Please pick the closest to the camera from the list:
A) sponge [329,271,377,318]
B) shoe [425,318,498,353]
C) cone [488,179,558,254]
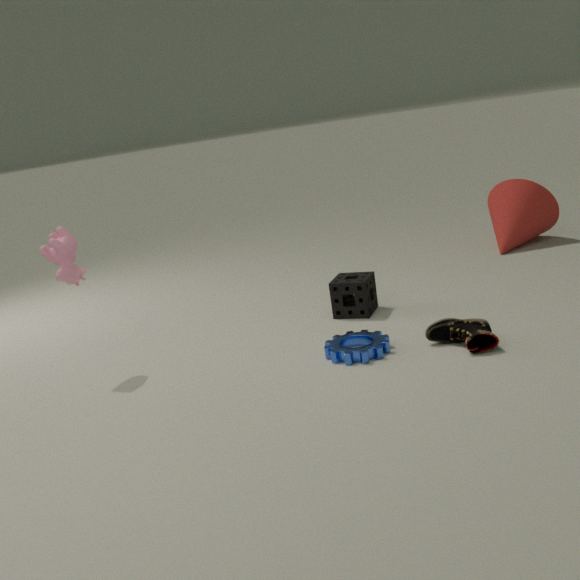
shoe [425,318,498,353]
